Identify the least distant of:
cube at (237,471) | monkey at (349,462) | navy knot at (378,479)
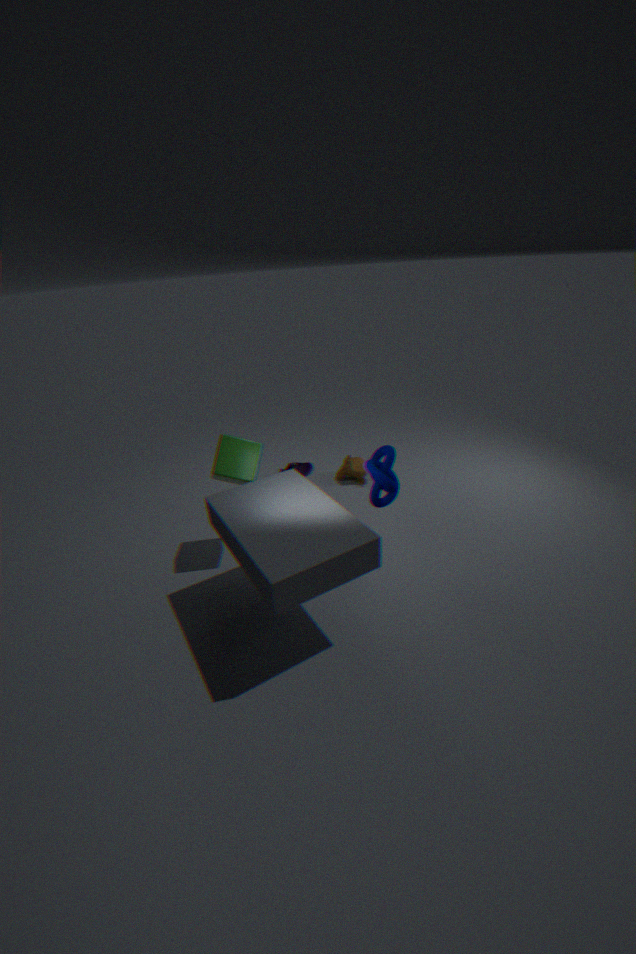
navy knot at (378,479)
